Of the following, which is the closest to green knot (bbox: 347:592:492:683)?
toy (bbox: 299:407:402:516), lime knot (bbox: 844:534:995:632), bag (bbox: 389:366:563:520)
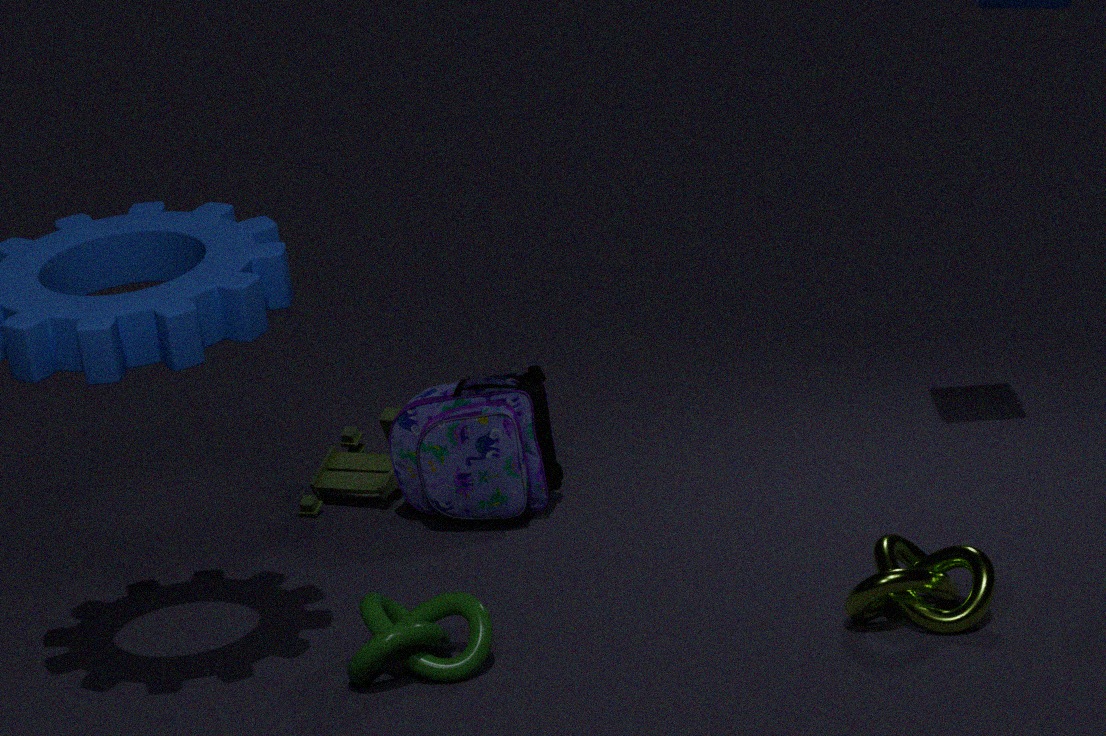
bag (bbox: 389:366:563:520)
